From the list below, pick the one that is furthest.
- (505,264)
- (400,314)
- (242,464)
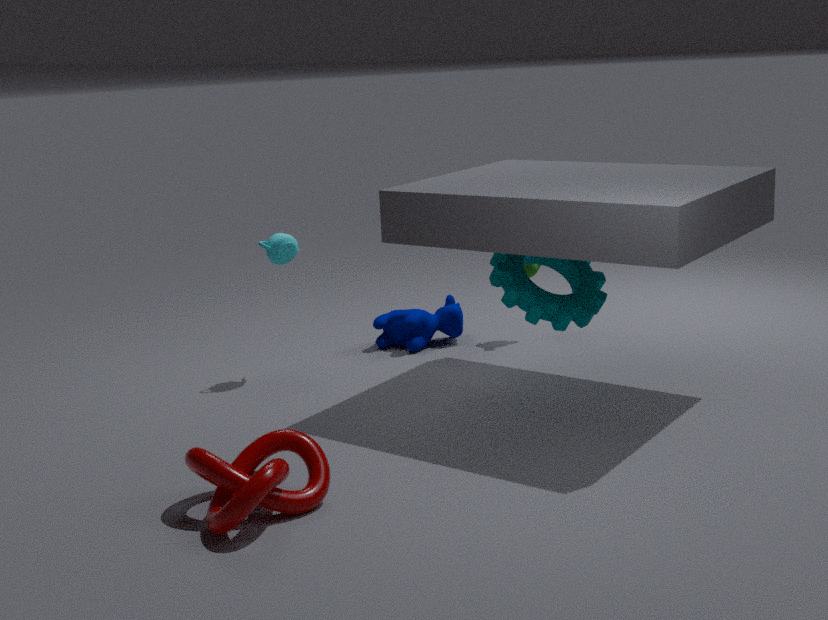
(400,314)
